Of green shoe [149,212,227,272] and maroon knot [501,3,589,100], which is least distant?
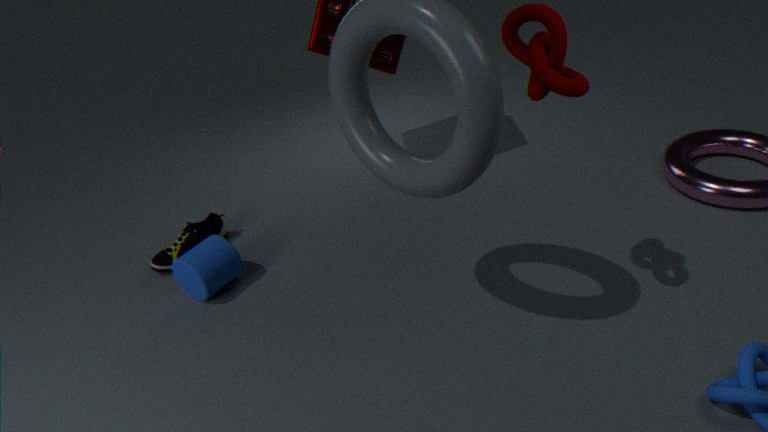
maroon knot [501,3,589,100]
